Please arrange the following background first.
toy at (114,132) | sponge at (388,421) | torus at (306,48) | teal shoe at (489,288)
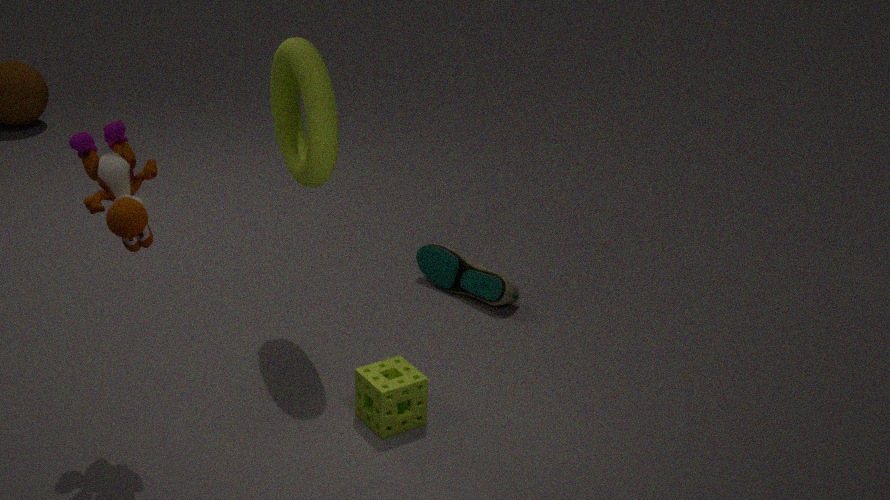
teal shoe at (489,288)
torus at (306,48)
sponge at (388,421)
toy at (114,132)
